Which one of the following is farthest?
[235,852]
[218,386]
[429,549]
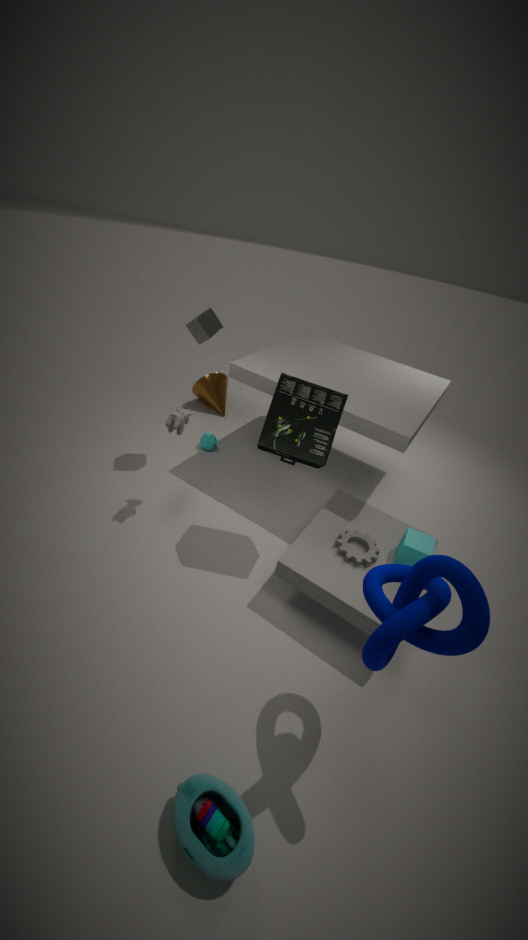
[218,386]
